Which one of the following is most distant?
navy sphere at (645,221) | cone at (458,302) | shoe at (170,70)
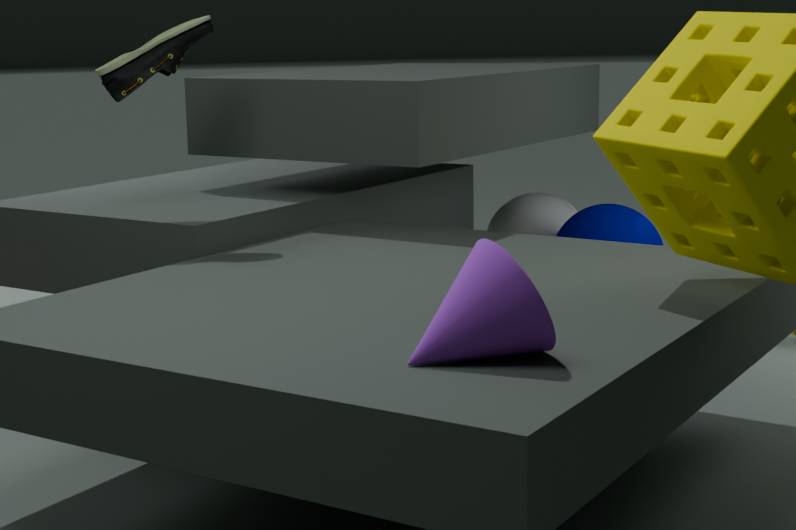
navy sphere at (645,221)
